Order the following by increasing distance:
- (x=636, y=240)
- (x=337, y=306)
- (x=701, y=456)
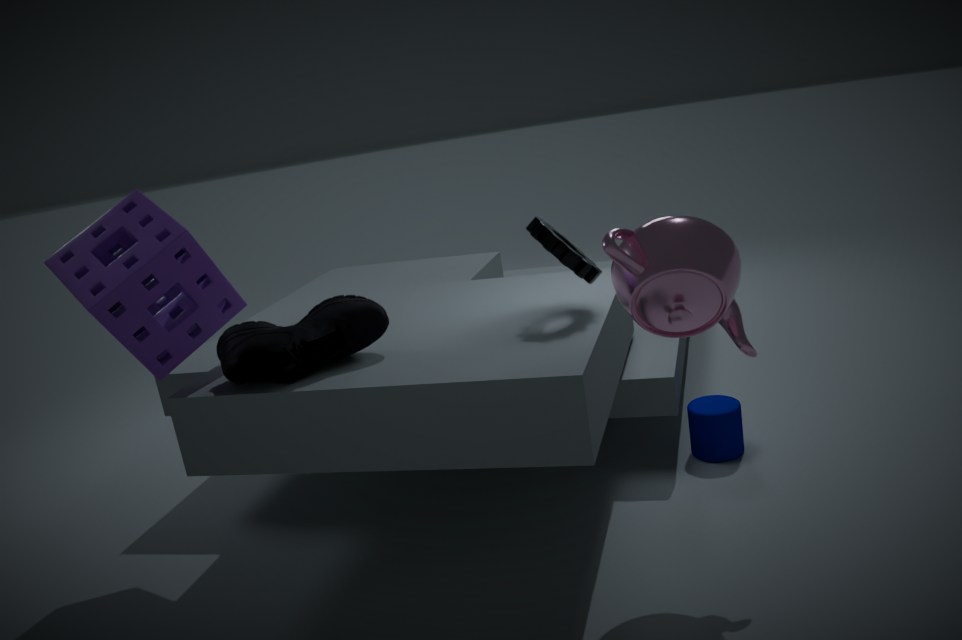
(x=636, y=240) → (x=337, y=306) → (x=701, y=456)
